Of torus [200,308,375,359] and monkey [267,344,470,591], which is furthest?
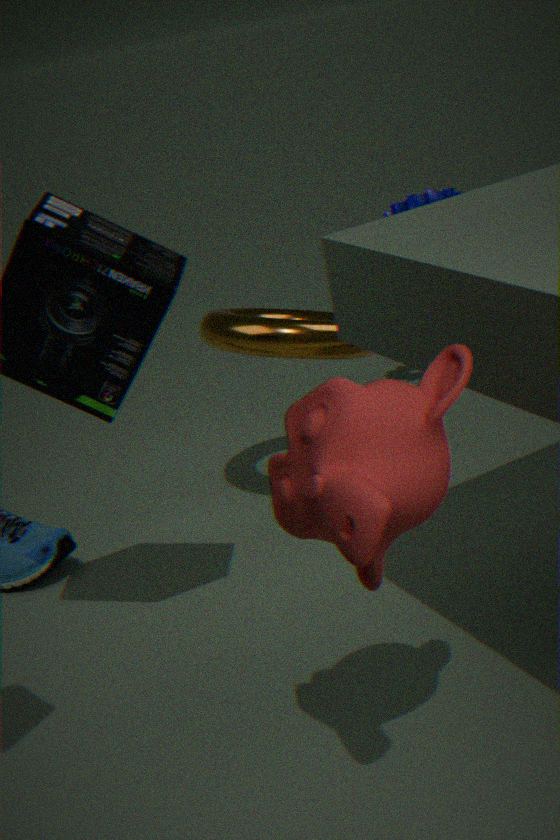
torus [200,308,375,359]
